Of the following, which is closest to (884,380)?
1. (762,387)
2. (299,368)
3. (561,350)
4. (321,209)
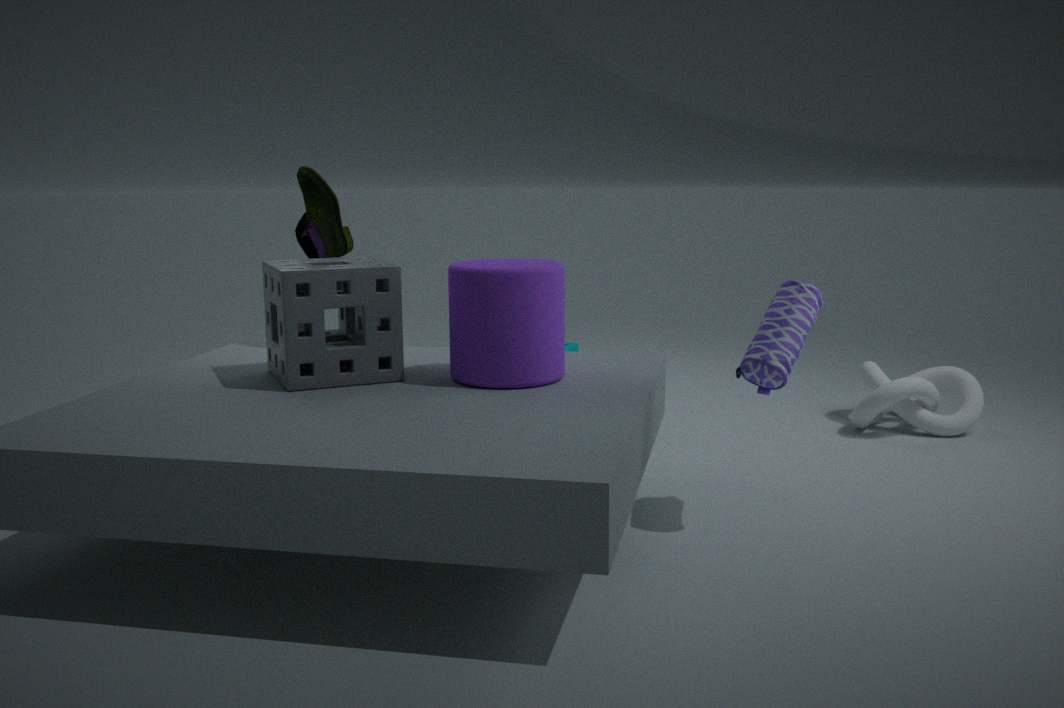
(762,387)
